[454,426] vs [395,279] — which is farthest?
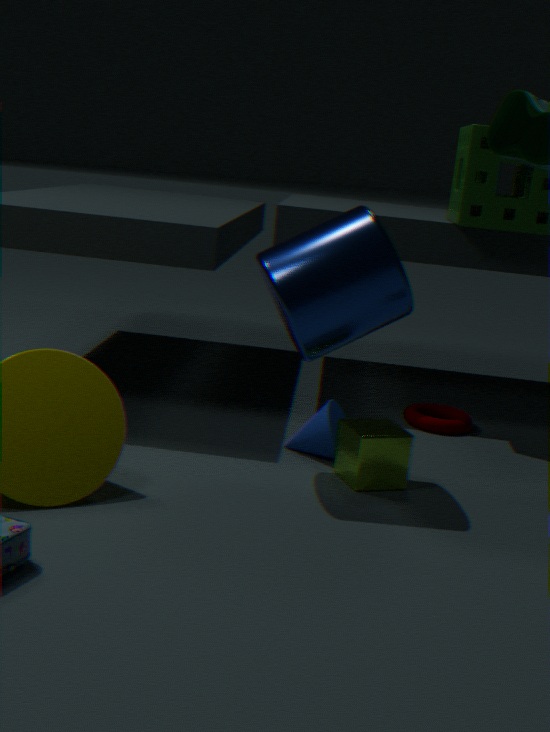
[454,426]
